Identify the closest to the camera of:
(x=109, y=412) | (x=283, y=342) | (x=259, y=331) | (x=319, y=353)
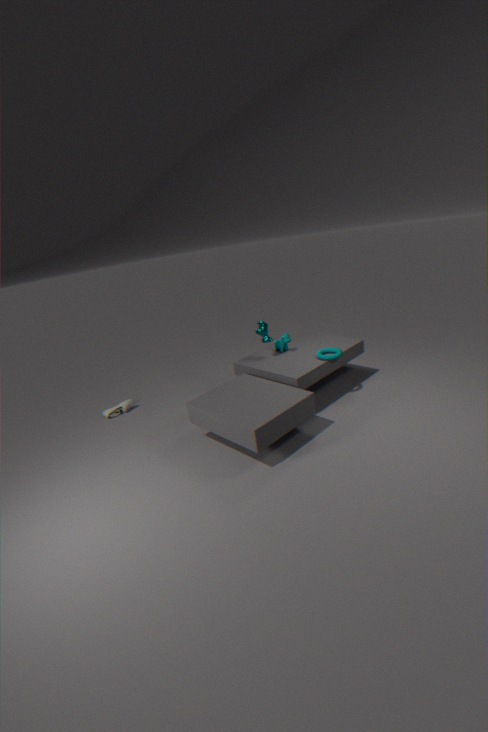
(x=319, y=353)
